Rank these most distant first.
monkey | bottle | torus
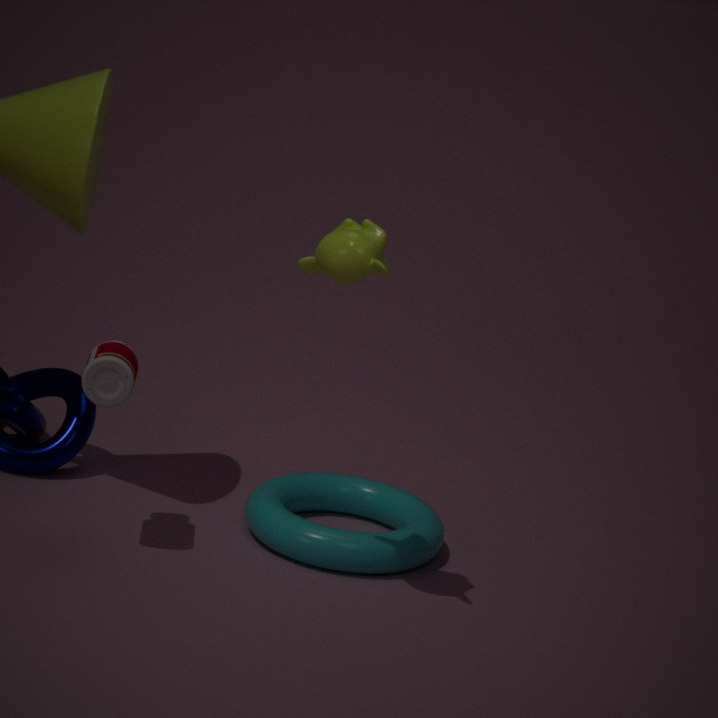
torus < bottle < monkey
